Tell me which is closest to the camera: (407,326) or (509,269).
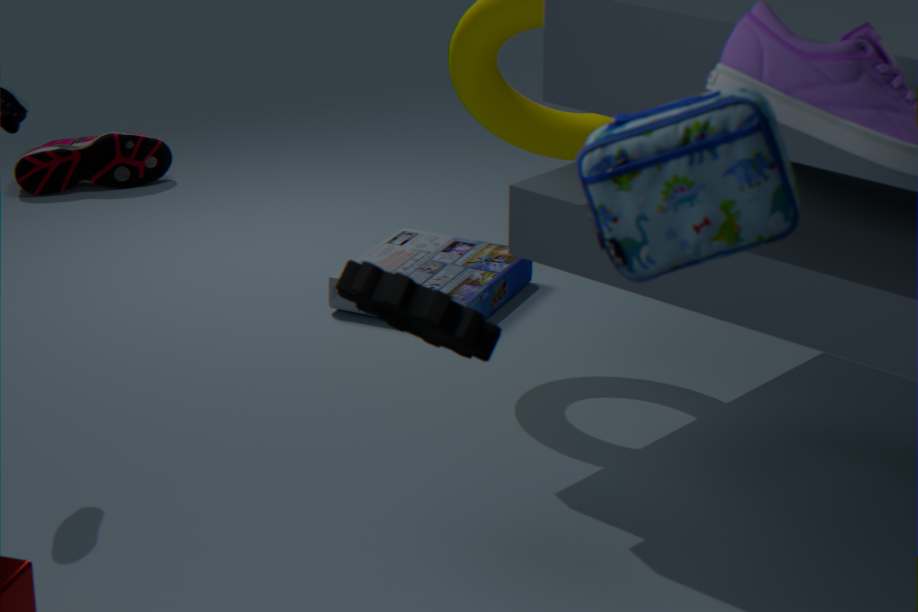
(407,326)
